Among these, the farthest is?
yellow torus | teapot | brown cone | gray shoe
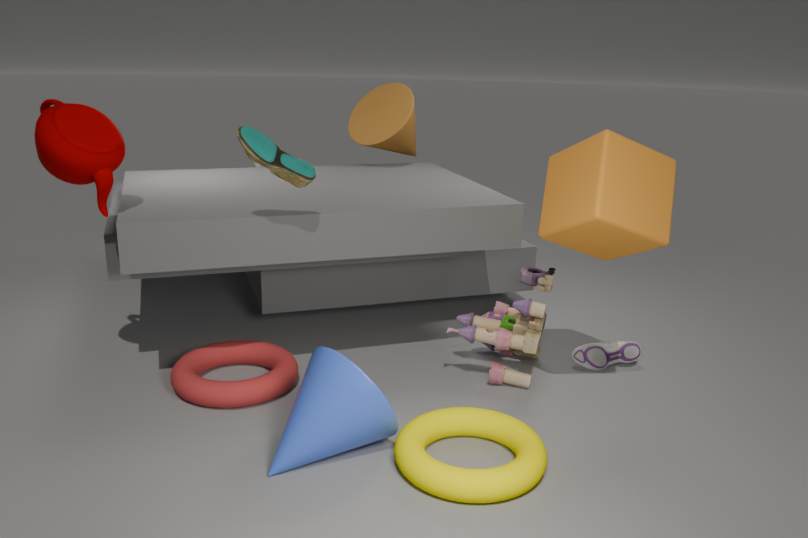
brown cone
